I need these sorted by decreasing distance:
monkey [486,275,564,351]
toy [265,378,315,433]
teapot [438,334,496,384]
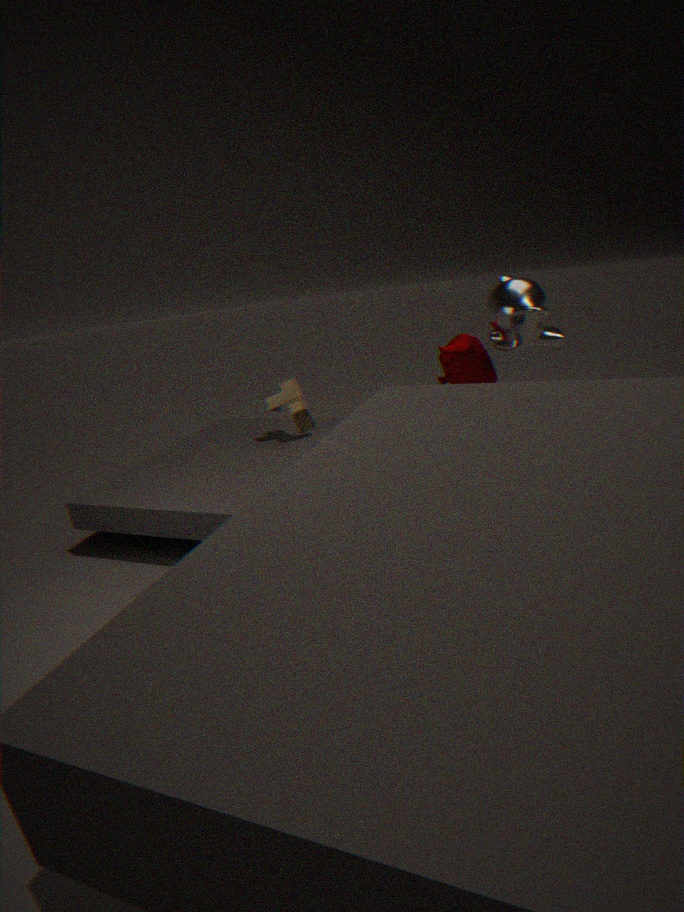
1. toy [265,378,315,433]
2. teapot [438,334,496,384]
3. monkey [486,275,564,351]
